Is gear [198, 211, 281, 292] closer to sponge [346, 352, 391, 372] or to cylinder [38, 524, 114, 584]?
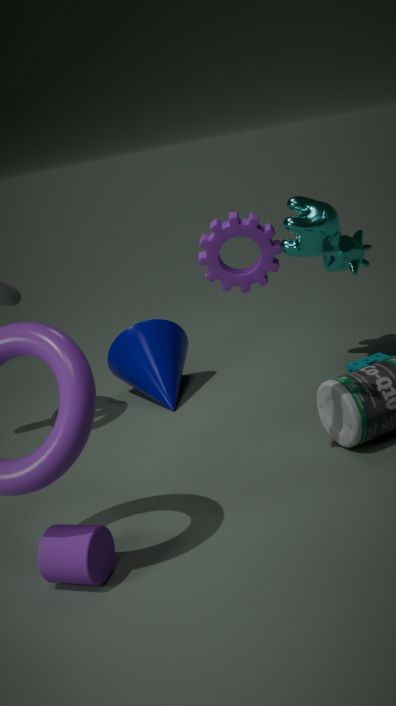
sponge [346, 352, 391, 372]
